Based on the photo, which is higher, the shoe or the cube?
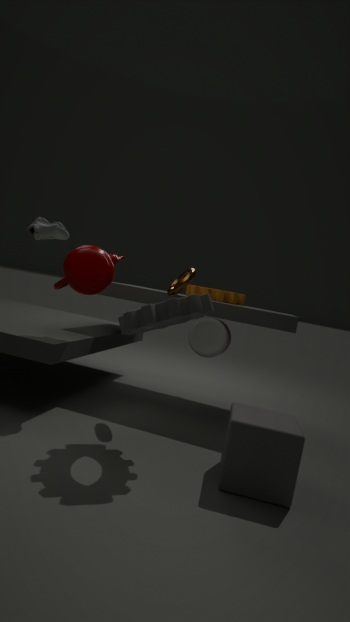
the shoe
